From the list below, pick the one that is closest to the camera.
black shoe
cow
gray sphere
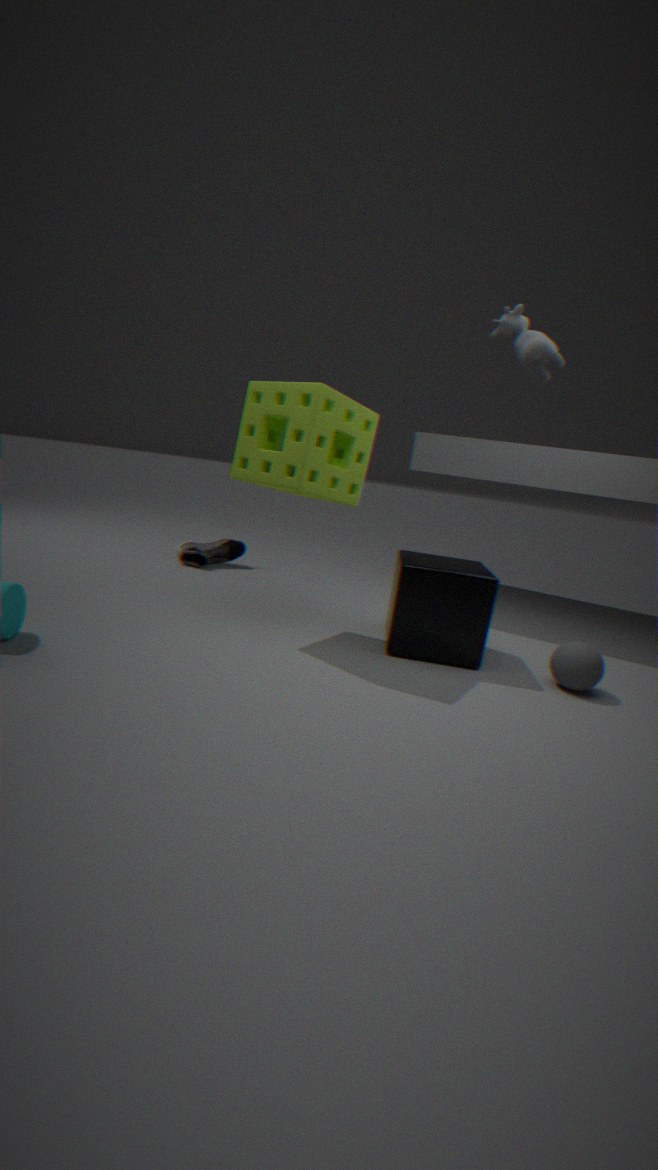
cow
